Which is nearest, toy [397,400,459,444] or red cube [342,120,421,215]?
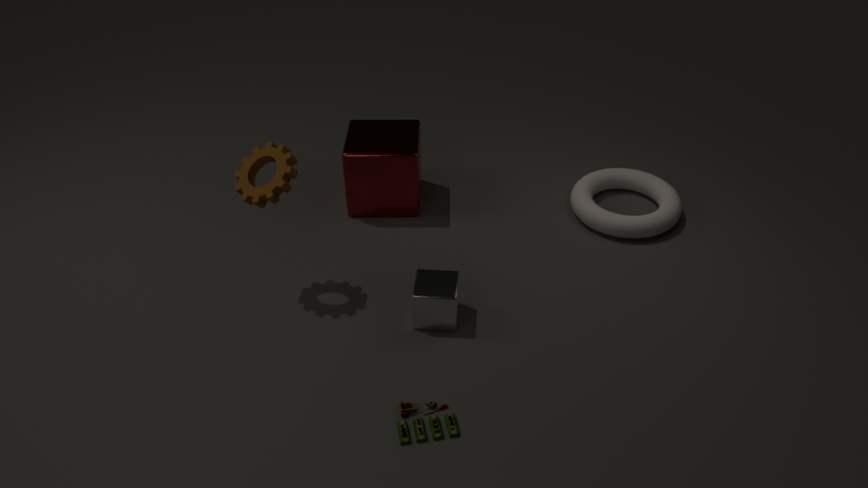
toy [397,400,459,444]
